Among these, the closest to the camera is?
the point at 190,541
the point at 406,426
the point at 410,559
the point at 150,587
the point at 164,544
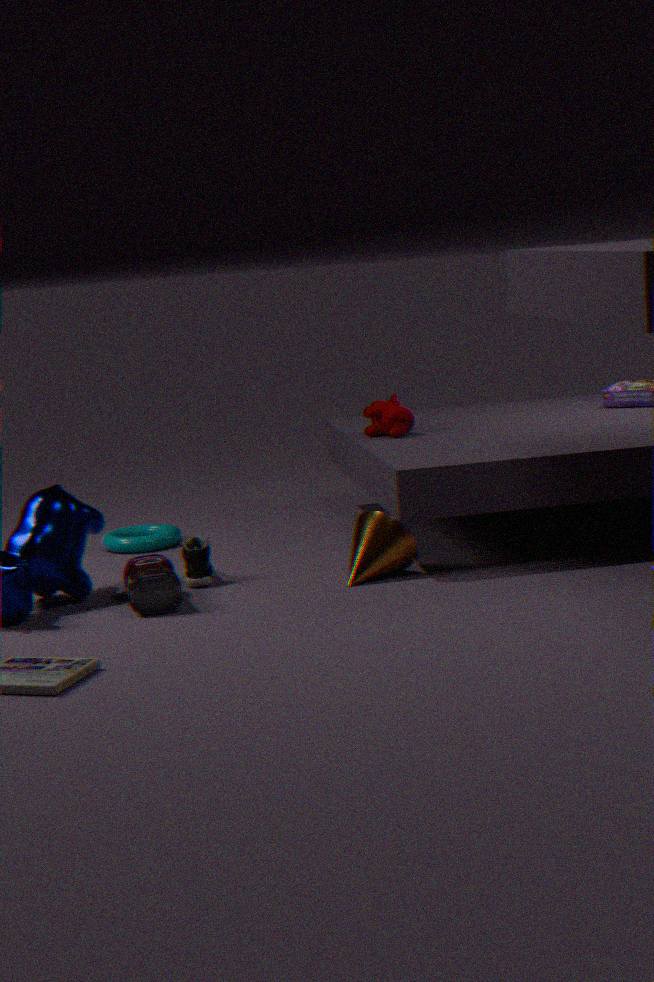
the point at 150,587
